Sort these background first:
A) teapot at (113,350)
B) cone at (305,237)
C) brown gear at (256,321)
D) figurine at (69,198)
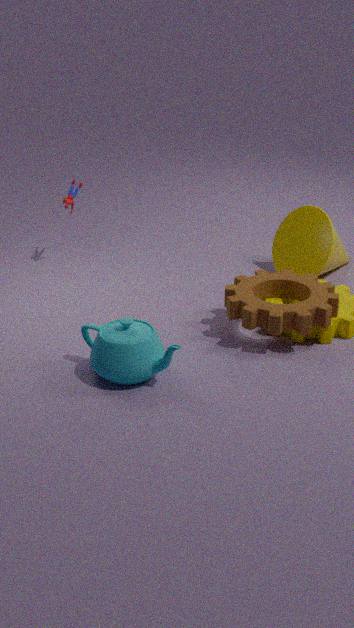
figurine at (69,198), cone at (305,237), brown gear at (256,321), teapot at (113,350)
